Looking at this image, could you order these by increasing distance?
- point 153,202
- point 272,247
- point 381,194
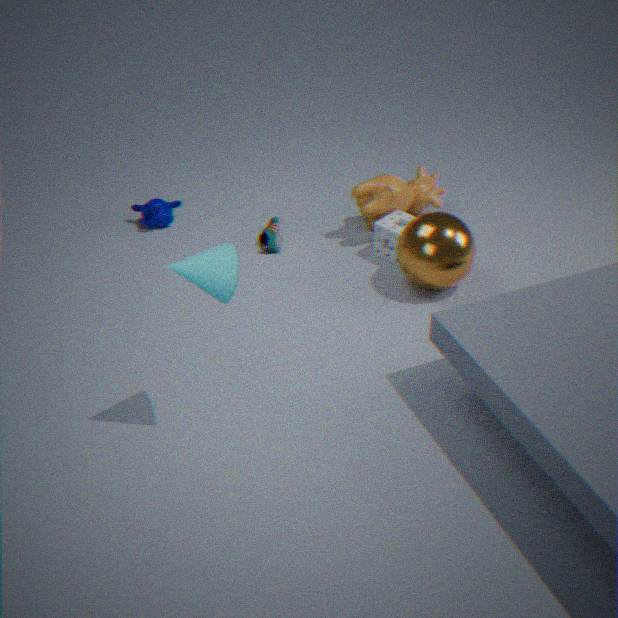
point 381,194
point 272,247
point 153,202
